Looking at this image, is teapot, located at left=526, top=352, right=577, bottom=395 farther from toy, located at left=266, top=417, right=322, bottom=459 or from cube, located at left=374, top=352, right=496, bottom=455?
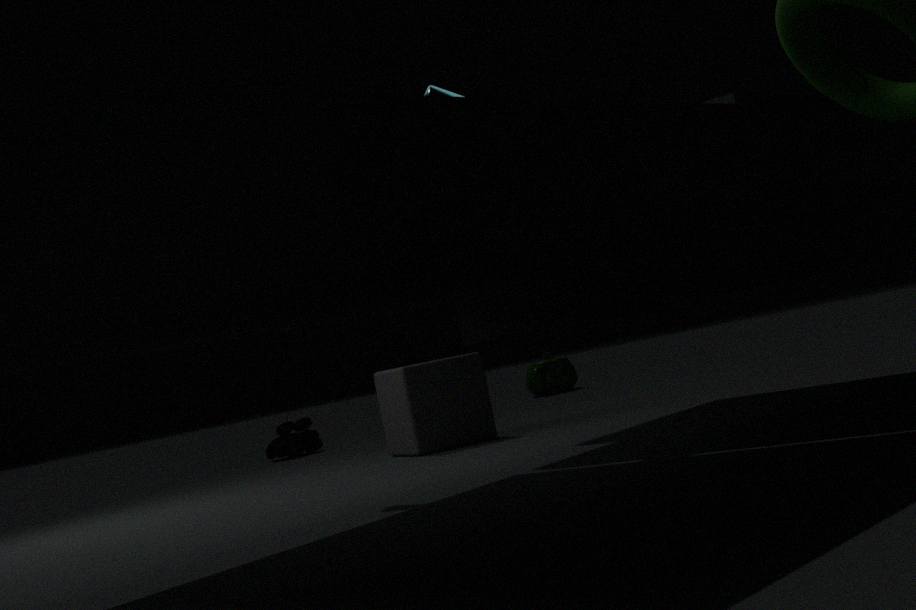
cube, located at left=374, top=352, right=496, bottom=455
